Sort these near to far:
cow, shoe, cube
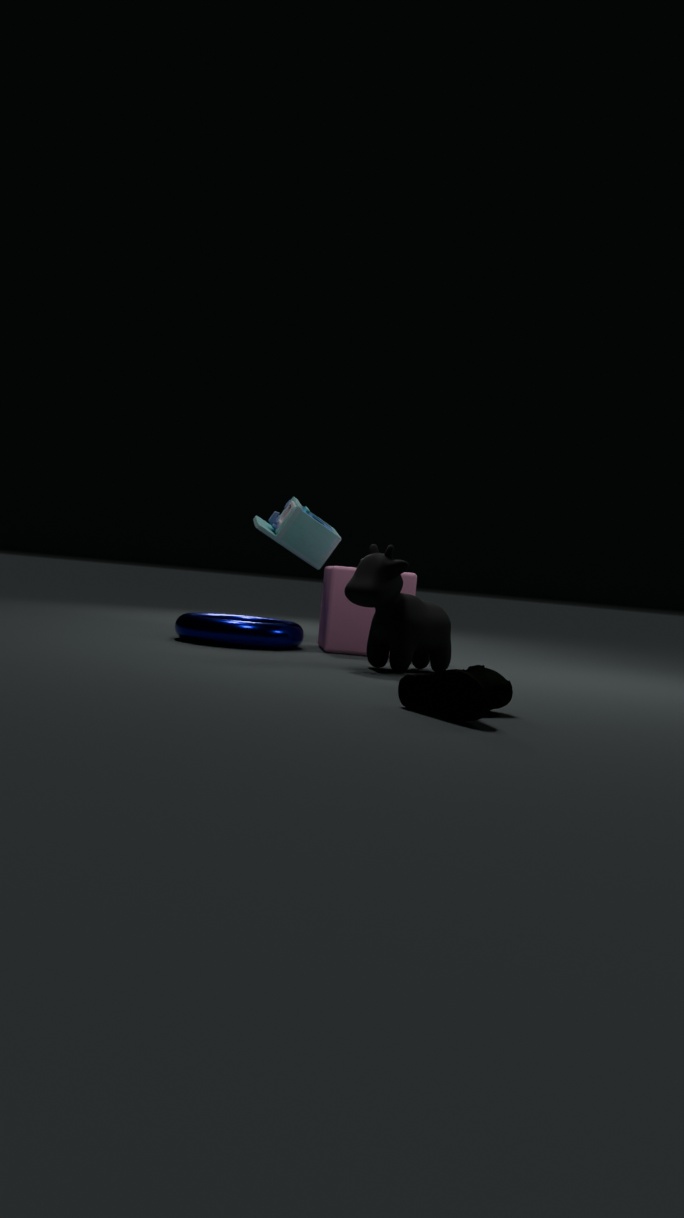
shoe < cow < cube
